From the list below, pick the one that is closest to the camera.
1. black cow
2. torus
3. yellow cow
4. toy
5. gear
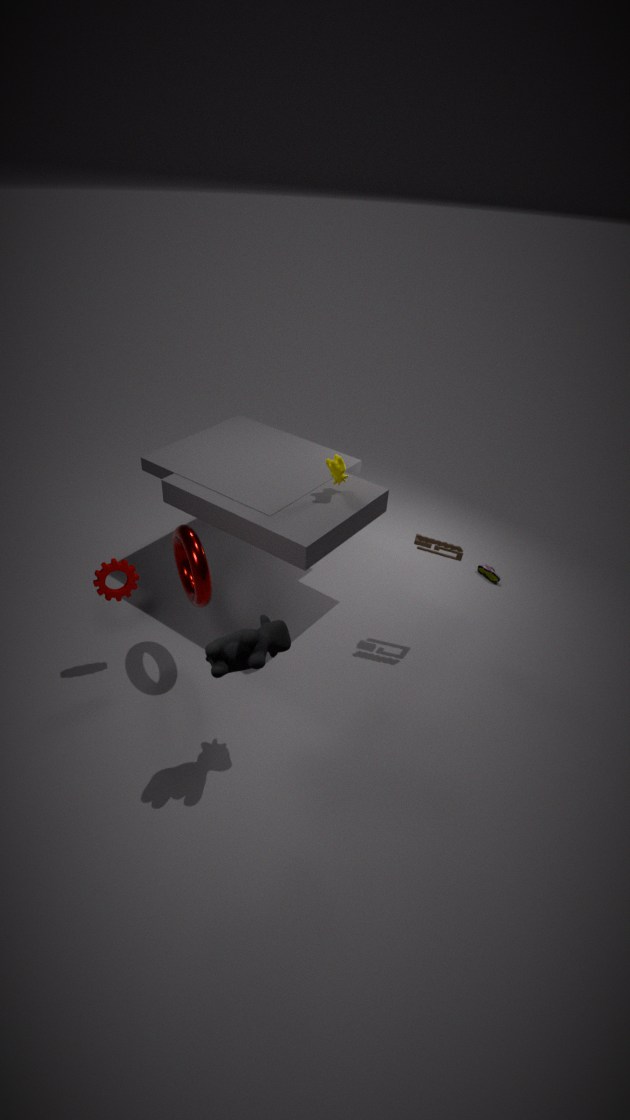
black cow
